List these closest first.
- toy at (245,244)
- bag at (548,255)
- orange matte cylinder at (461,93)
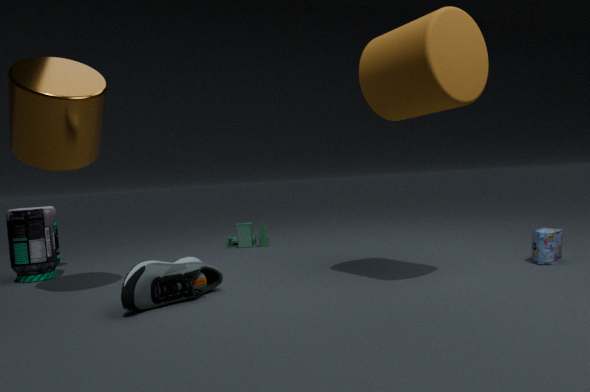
1. orange matte cylinder at (461,93)
2. bag at (548,255)
3. toy at (245,244)
